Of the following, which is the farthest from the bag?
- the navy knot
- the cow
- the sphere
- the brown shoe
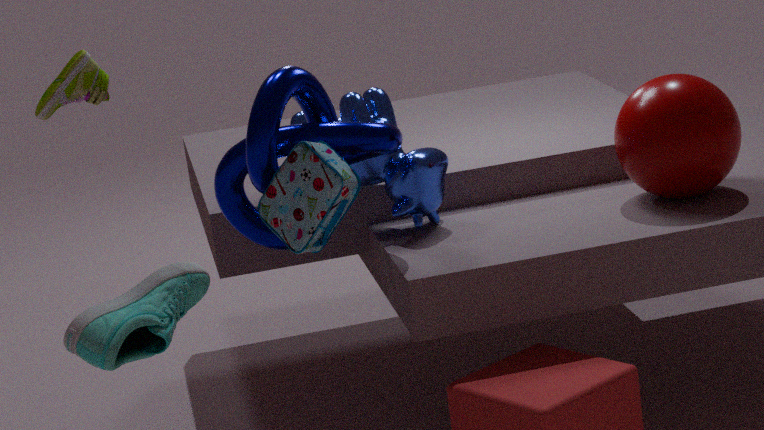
the sphere
